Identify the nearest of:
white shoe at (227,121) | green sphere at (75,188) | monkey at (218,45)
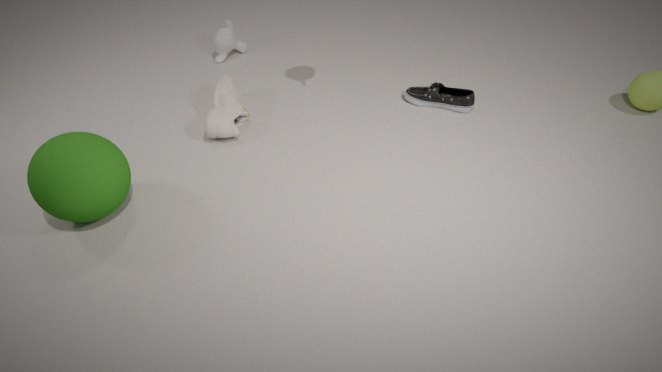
green sphere at (75,188)
